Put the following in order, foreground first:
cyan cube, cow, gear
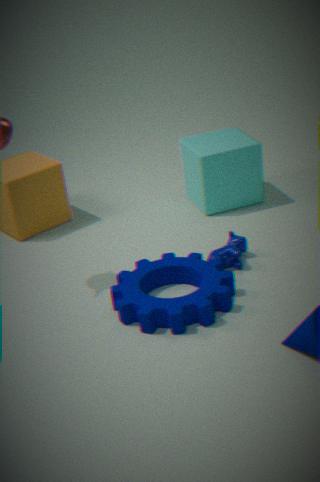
gear → cow → cyan cube
